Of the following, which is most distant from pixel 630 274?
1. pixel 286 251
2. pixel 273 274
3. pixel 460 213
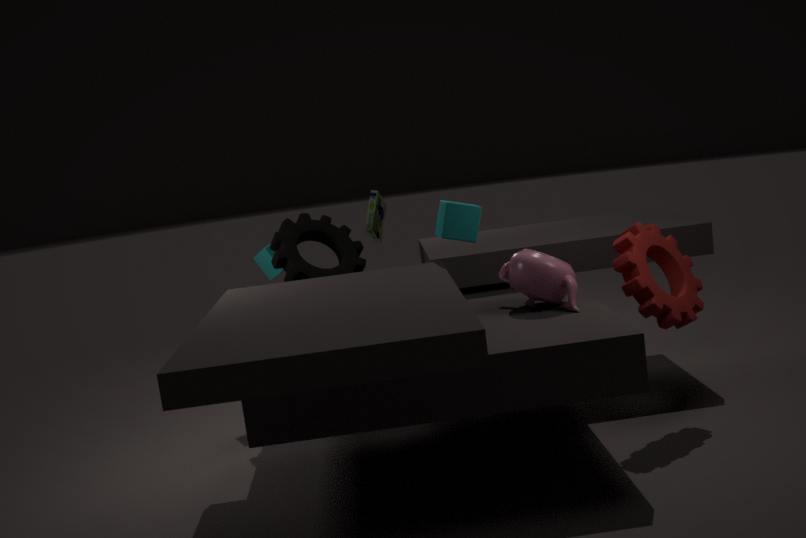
pixel 273 274
